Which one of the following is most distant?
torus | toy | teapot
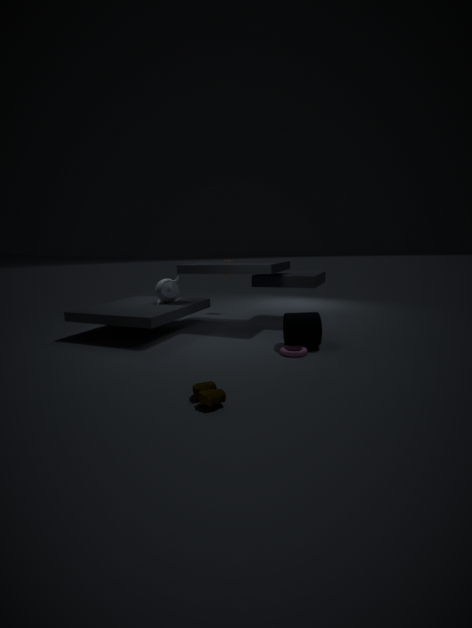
teapot
